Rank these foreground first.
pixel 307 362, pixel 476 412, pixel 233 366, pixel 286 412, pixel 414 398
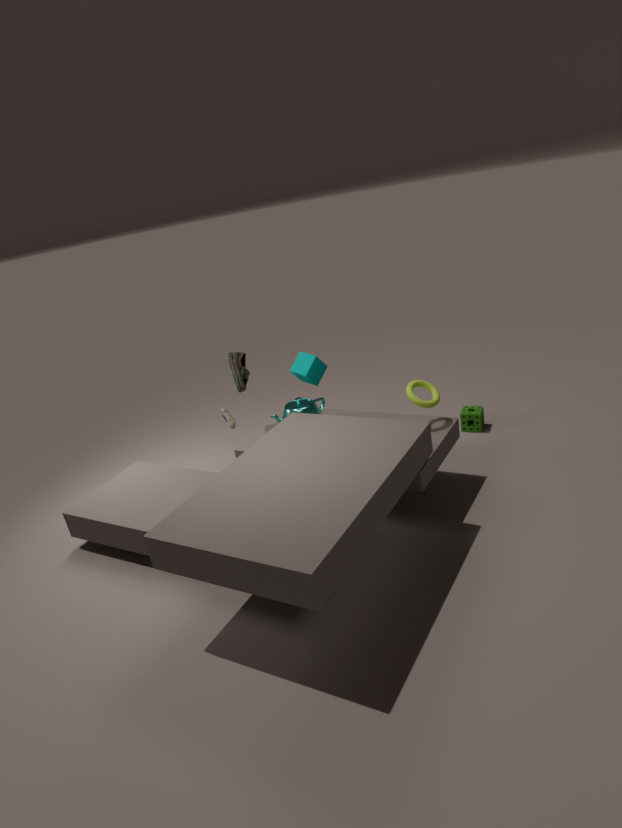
pixel 414 398
pixel 307 362
pixel 233 366
pixel 286 412
pixel 476 412
